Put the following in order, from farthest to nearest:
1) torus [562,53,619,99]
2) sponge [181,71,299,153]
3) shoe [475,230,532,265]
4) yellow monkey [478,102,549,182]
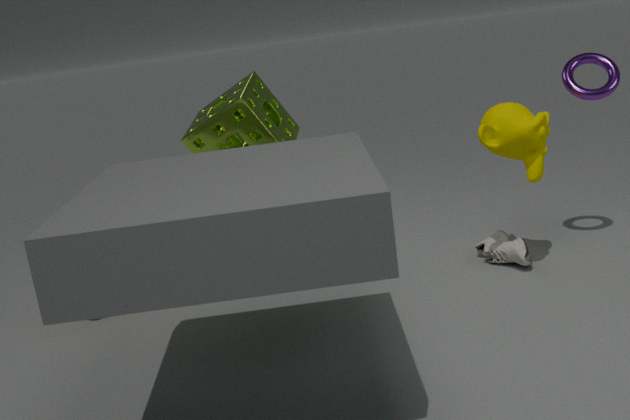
3. shoe [475,230,532,265], 1. torus [562,53,619,99], 4. yellow monkey [478,102,549,182], 2. sponge [181,71,299,153]
